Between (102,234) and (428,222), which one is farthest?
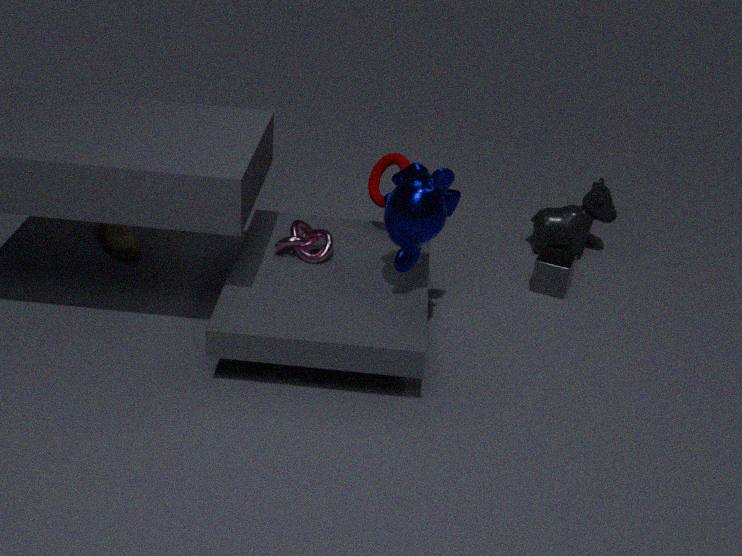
(102,234)
